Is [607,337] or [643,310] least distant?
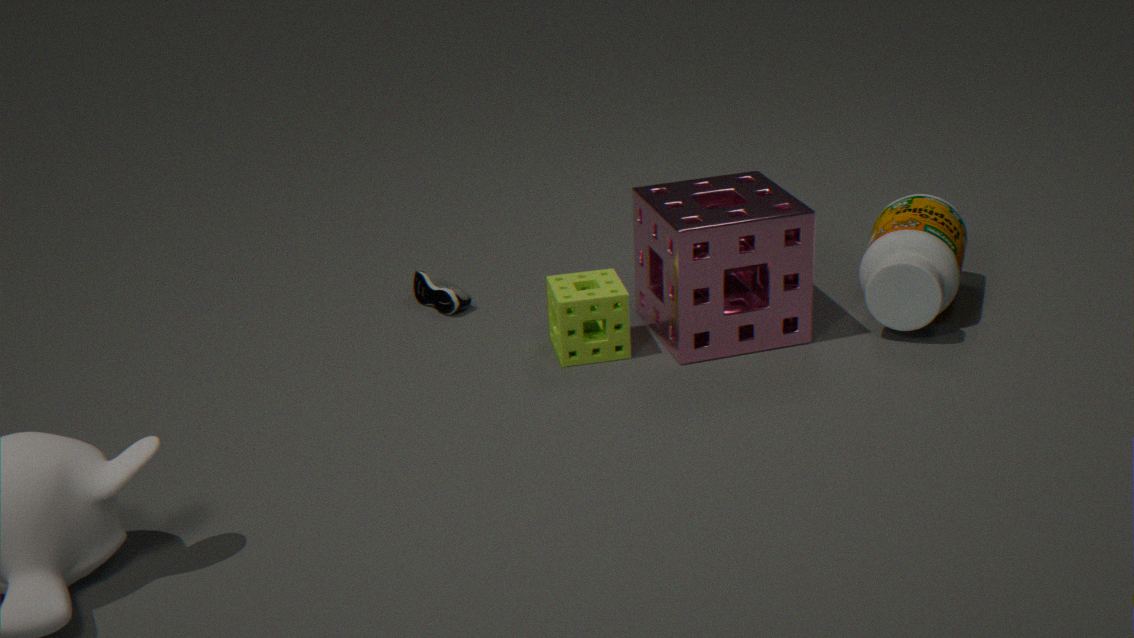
[607,337]
